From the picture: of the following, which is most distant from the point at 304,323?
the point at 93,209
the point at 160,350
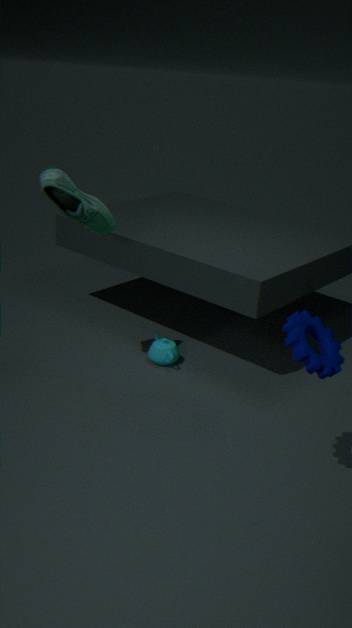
the point at 93,209
